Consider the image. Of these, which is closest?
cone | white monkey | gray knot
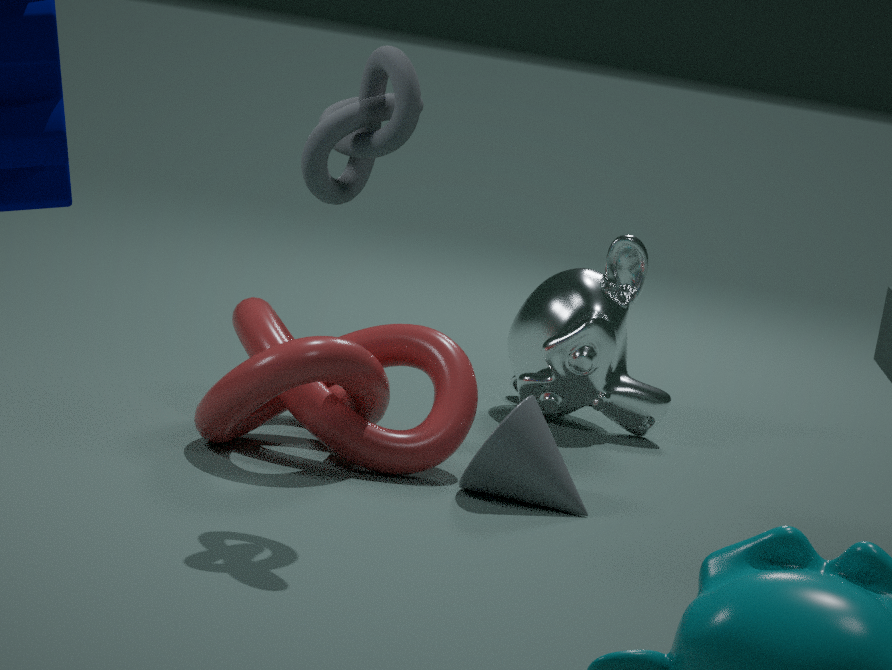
gray knot
